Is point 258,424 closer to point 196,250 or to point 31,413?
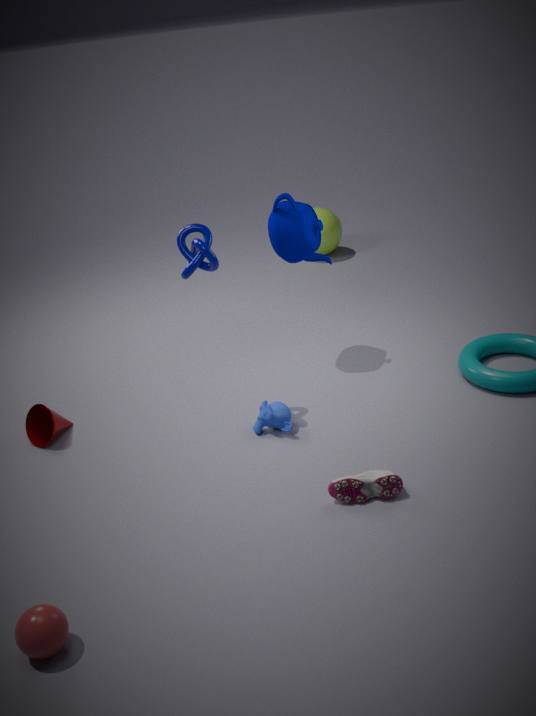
point 196,250
